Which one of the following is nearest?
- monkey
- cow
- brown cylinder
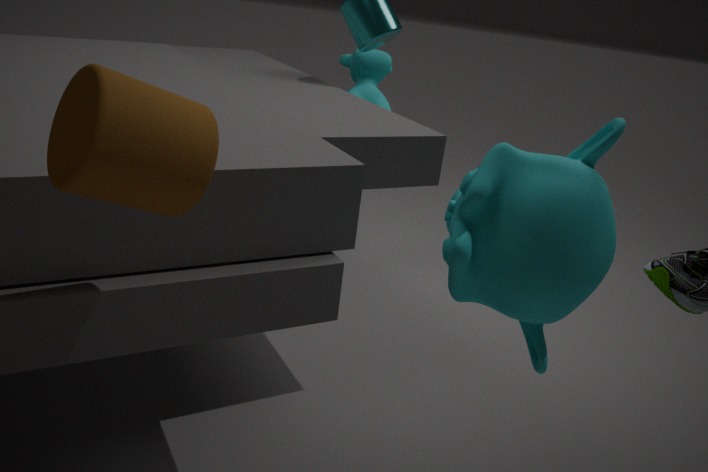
brown cylinder
